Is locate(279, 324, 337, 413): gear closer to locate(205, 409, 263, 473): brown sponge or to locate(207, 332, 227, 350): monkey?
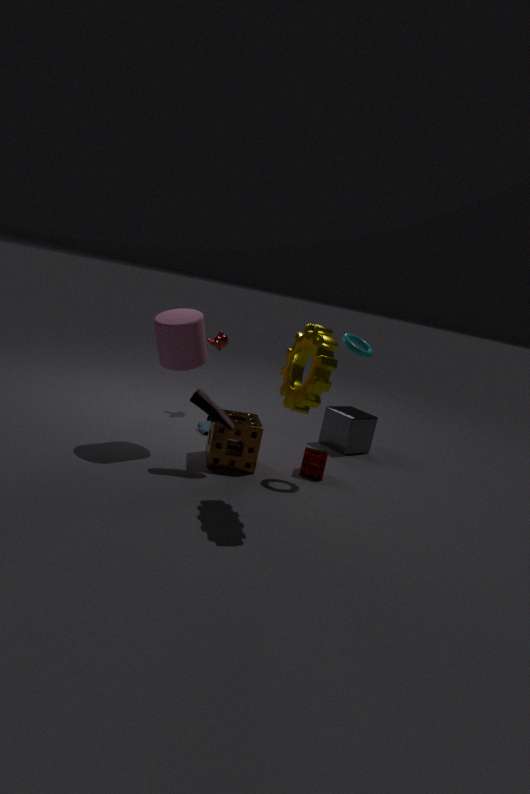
locate(205, 409, 263, 473): brown sponge
